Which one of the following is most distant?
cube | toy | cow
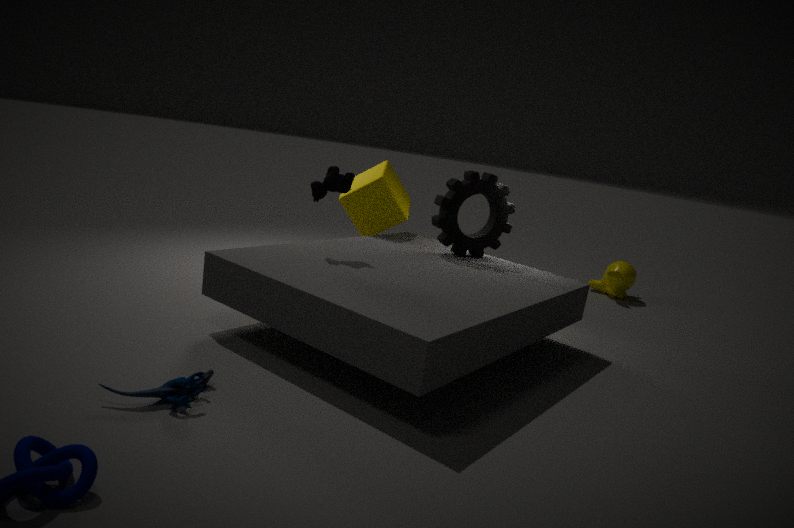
cube
